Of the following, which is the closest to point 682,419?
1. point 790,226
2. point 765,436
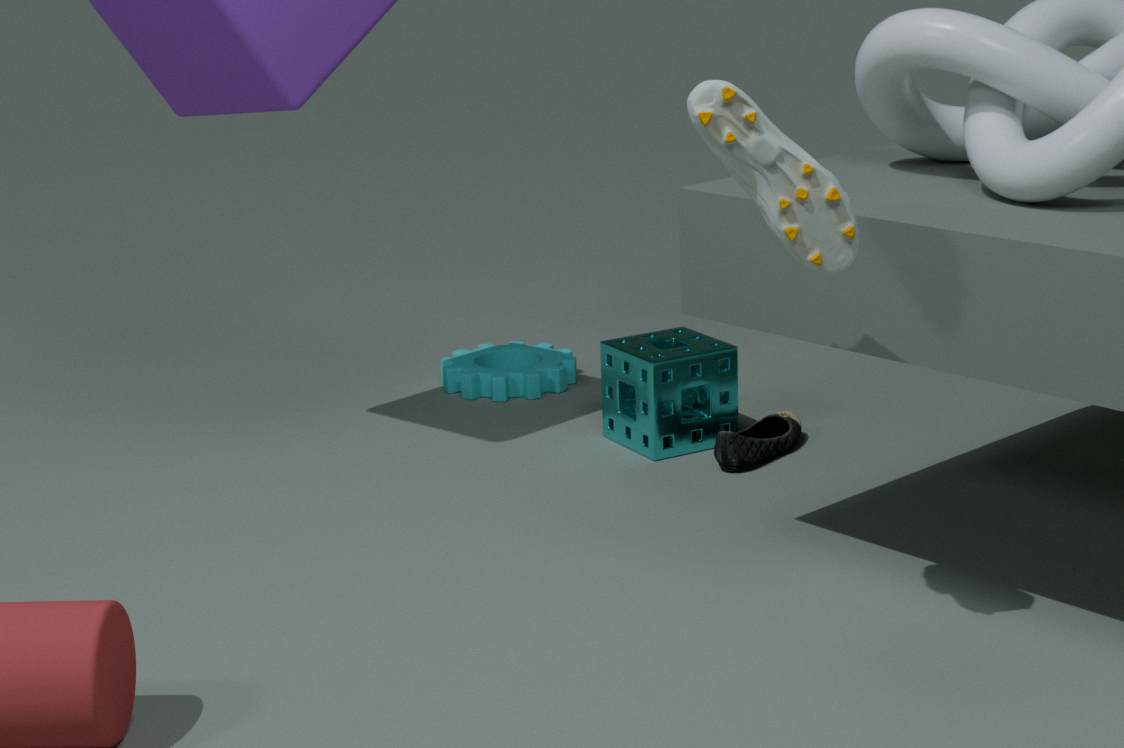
point 765,436
